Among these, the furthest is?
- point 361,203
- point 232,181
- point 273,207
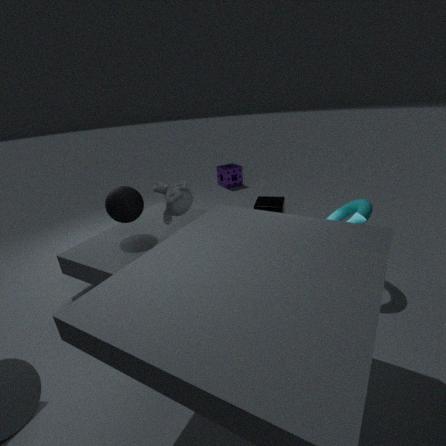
point 232,181
